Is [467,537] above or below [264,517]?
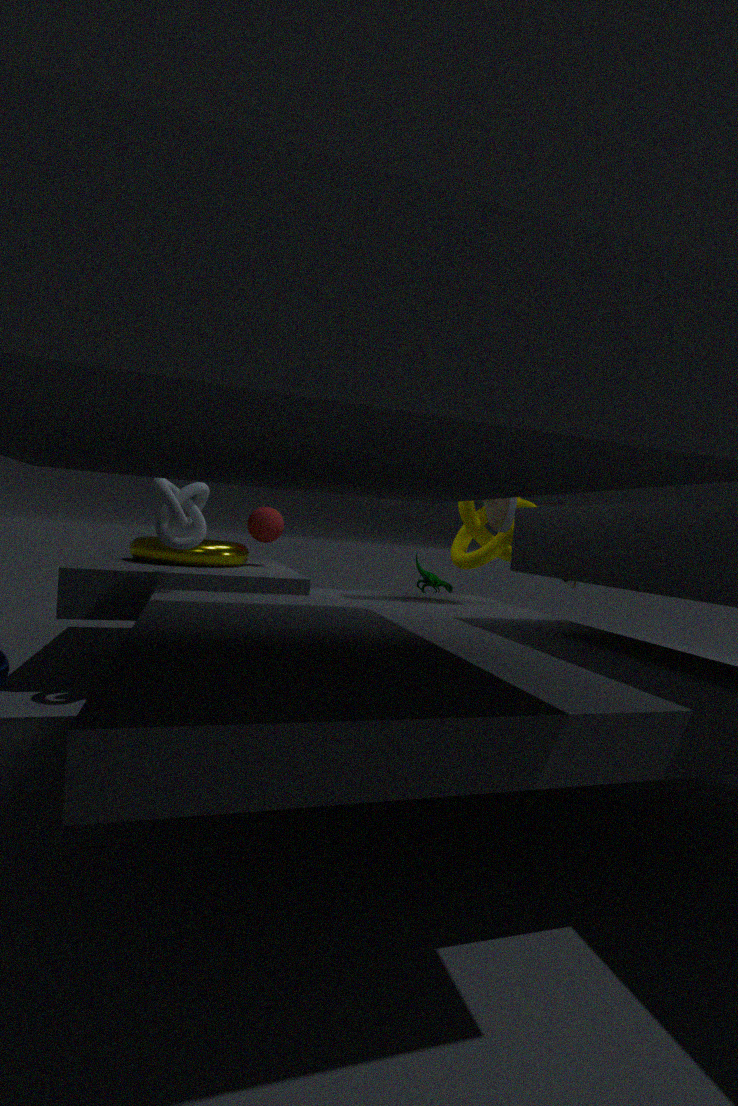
above
